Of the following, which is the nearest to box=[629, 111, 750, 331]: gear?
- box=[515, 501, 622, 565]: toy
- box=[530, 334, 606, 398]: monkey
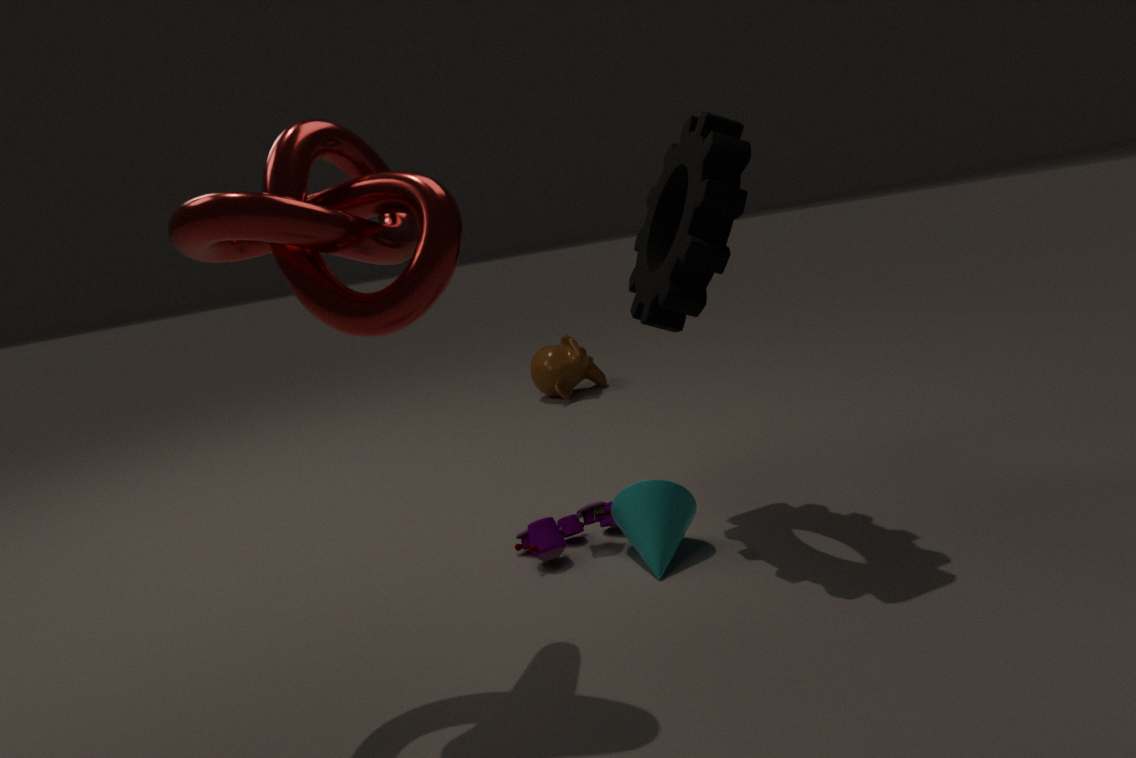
box=[515, 501, 622, 565]: toy
